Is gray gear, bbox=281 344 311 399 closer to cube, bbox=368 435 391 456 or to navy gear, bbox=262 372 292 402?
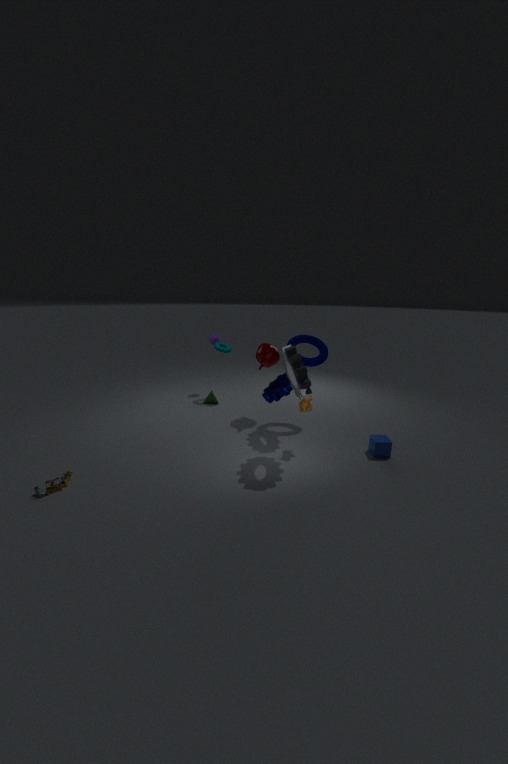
navy gear, bbox=262 372 292 402
